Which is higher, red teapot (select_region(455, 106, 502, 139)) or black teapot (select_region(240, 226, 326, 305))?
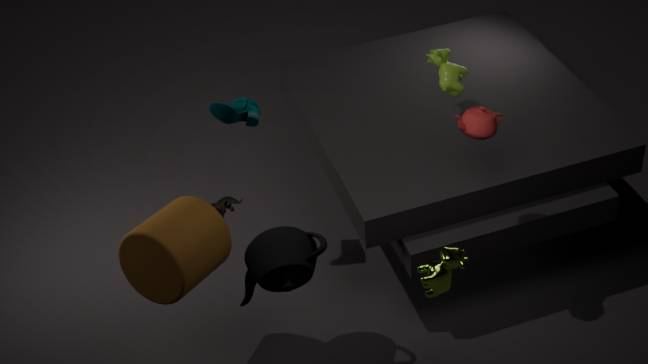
red teapot (select_region(455, 106, 502, 139))
